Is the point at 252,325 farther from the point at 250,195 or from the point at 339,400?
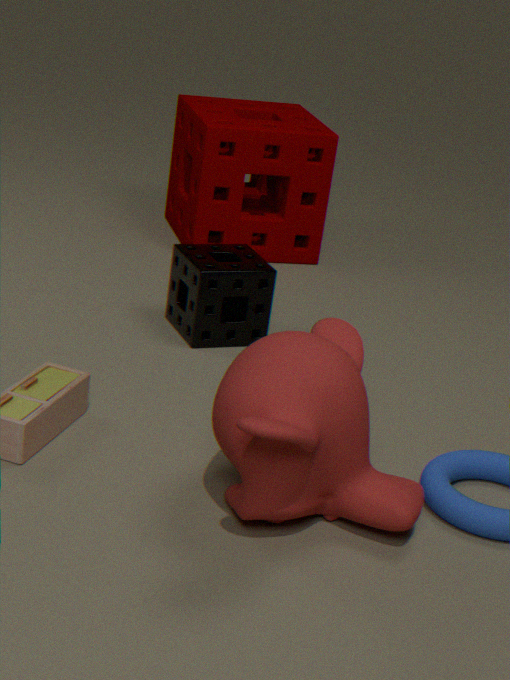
the point at 339,400
